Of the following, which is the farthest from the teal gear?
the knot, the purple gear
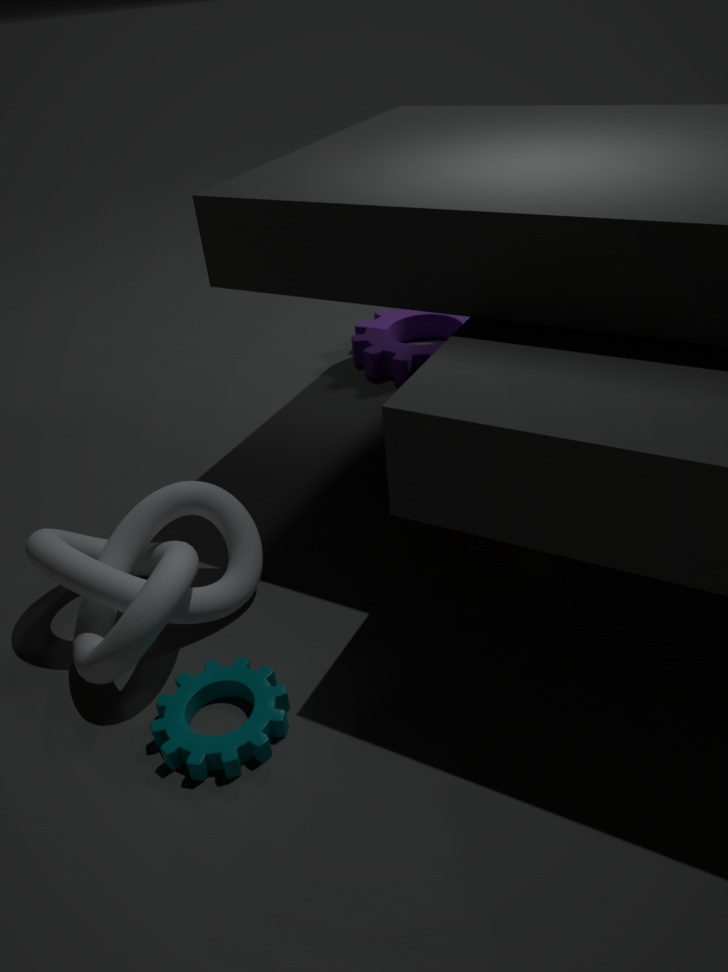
the purple gear
